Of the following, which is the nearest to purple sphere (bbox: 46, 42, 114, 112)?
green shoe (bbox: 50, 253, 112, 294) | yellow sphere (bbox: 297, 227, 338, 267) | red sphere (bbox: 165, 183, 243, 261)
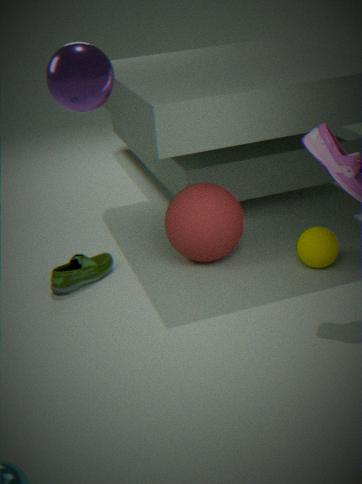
red sphere (bbox: 165, 183, 243, 261)
